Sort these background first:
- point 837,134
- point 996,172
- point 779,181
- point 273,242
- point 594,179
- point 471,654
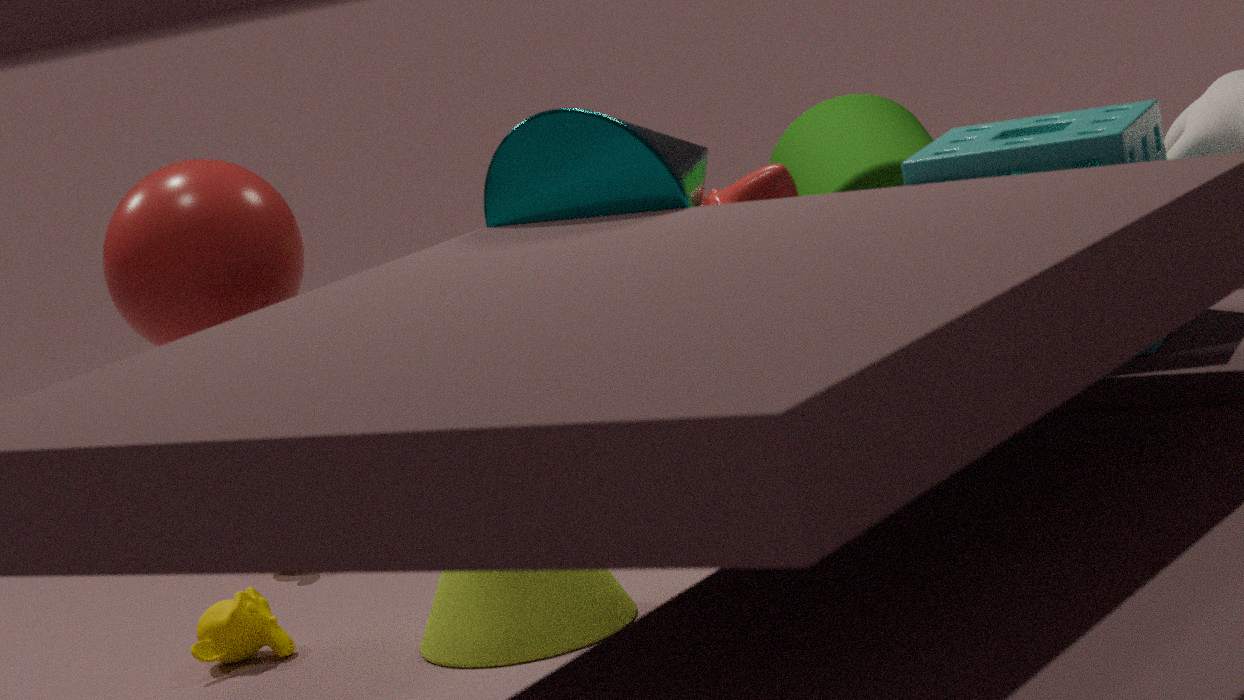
point 837,134, point 471,654, point 779,181, point 273,242, point 594,179, point 996,172
